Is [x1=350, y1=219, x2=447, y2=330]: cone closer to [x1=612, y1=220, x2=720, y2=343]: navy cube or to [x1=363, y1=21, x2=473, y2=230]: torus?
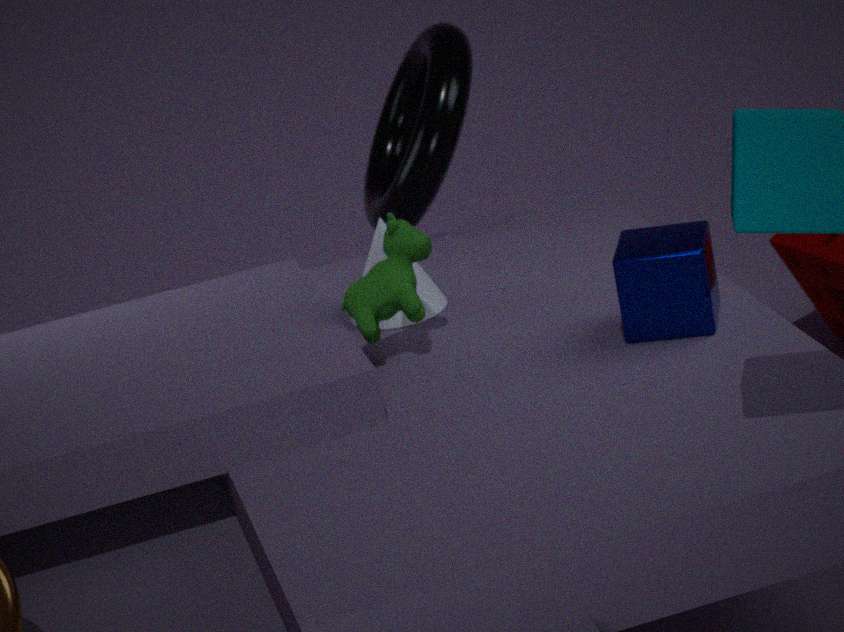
[x1=363, y1=21, x2=473, y2=230]: torus
